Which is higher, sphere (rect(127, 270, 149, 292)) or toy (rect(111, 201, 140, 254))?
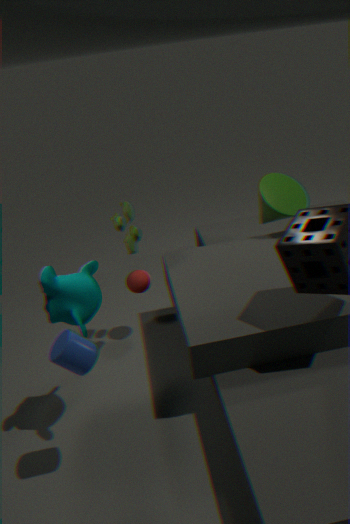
toy (rect(111, 201, 140, 254))
